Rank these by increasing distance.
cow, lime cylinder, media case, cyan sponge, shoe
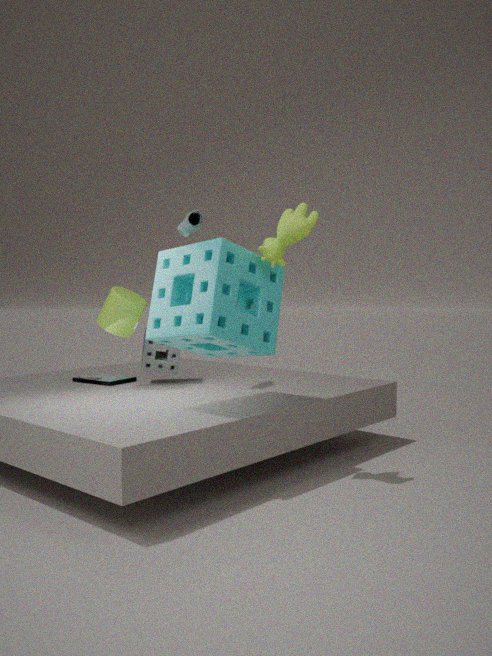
1. cyan sponge
2. cow
3. shoe
4. lime cylinder
5. media case
